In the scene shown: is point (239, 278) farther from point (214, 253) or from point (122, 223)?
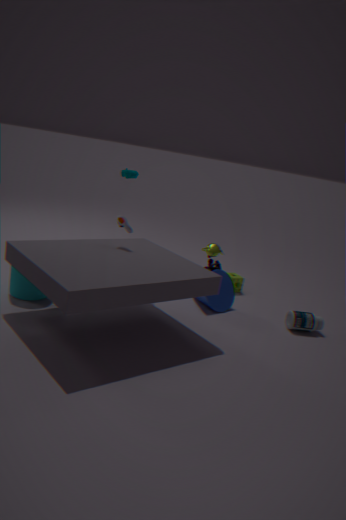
point (122, 223)
